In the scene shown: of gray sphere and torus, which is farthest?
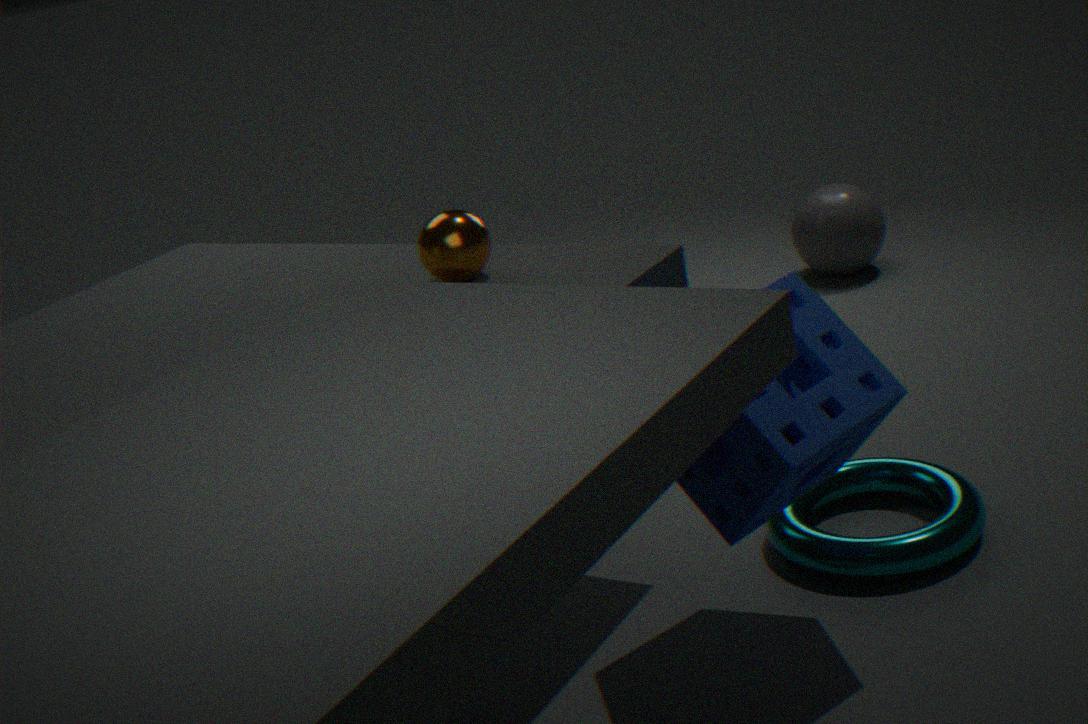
gray sphere
